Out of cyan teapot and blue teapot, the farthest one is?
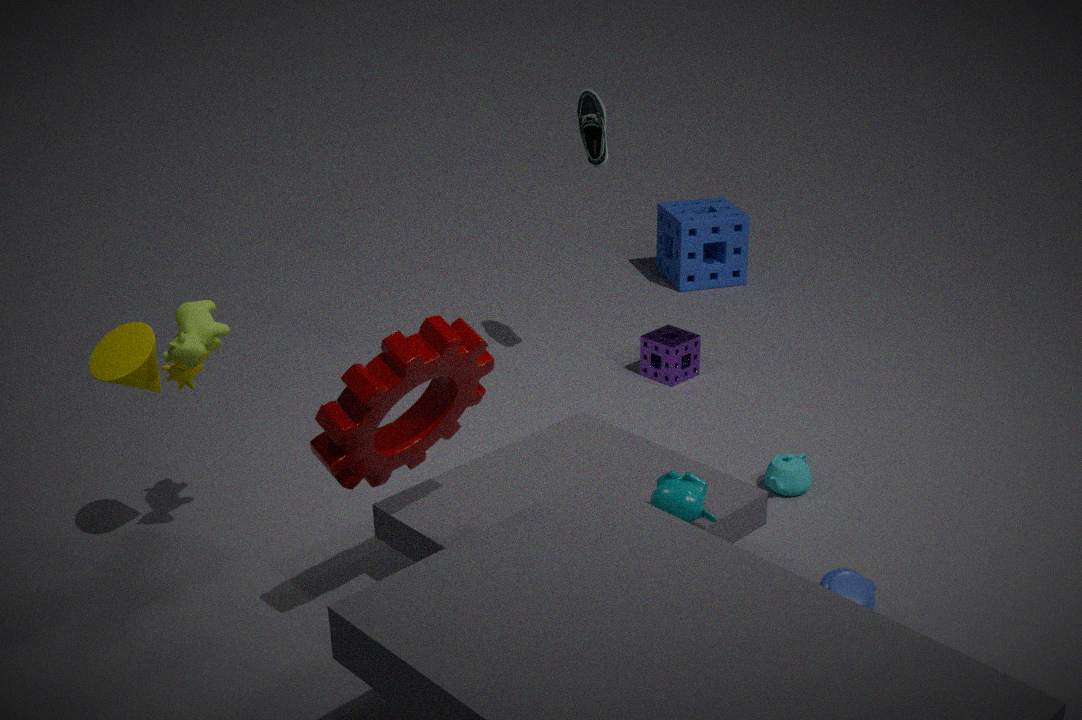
cyan teapot
